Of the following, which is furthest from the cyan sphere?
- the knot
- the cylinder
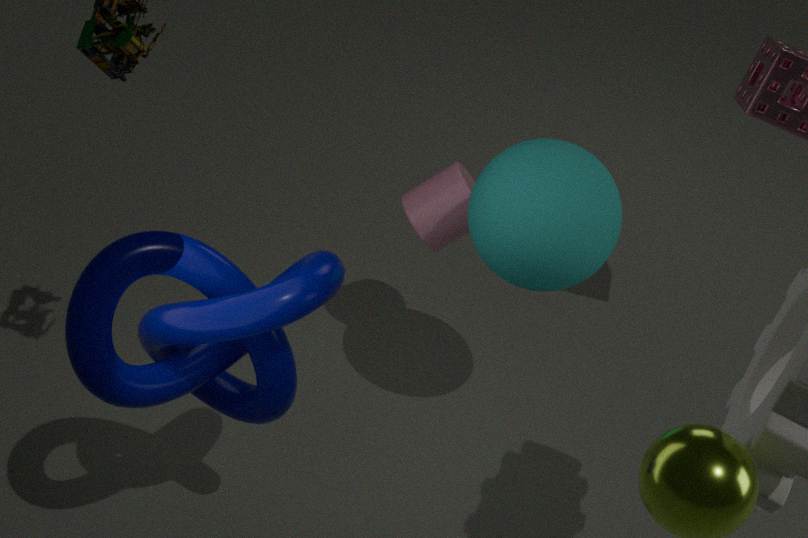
the knot
